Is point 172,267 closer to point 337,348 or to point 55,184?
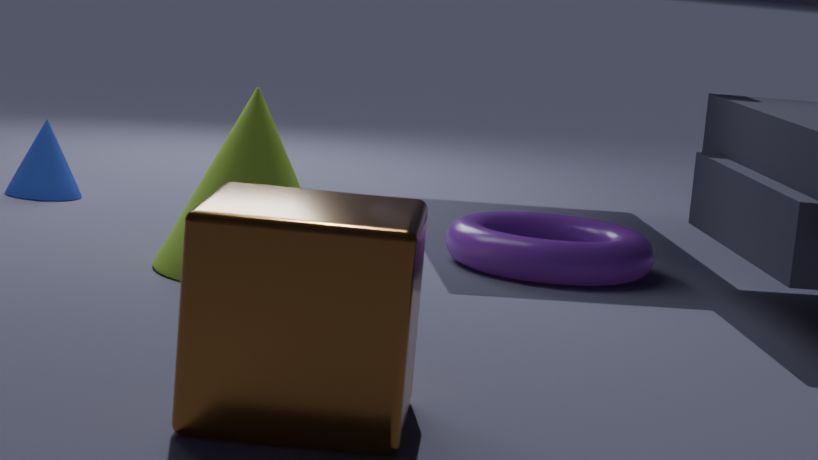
point 55,184
